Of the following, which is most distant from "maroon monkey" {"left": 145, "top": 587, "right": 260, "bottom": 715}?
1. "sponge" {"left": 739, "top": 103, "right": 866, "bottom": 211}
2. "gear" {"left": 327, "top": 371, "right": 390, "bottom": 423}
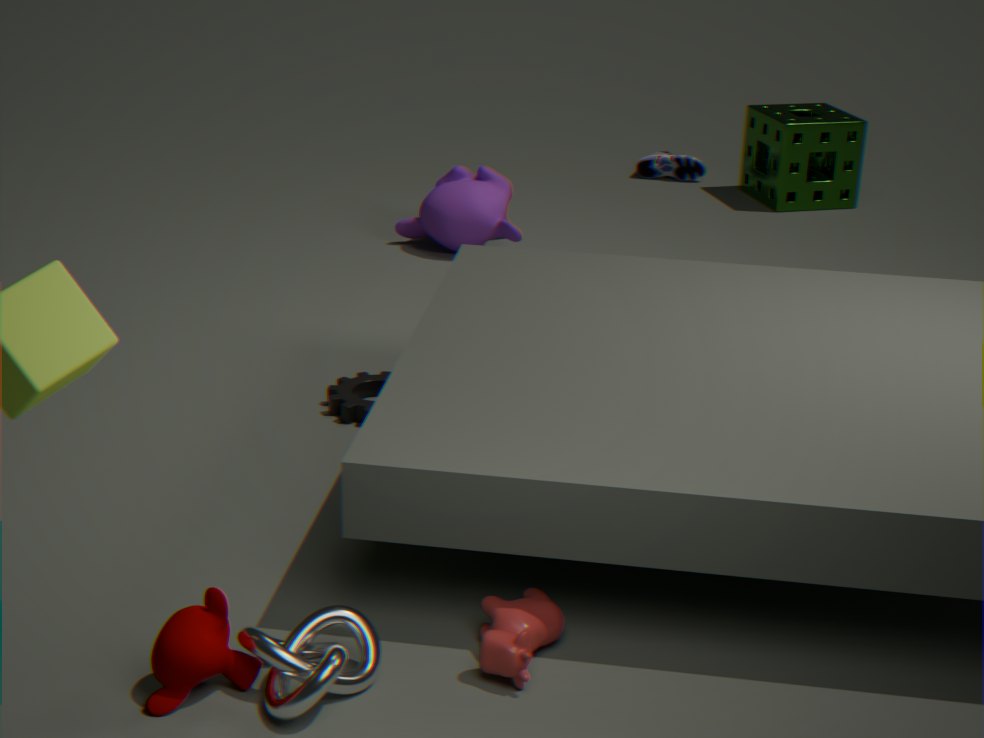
"sponge" {"left": 739, "top": 103, "right": 866, "bottom": 211}
